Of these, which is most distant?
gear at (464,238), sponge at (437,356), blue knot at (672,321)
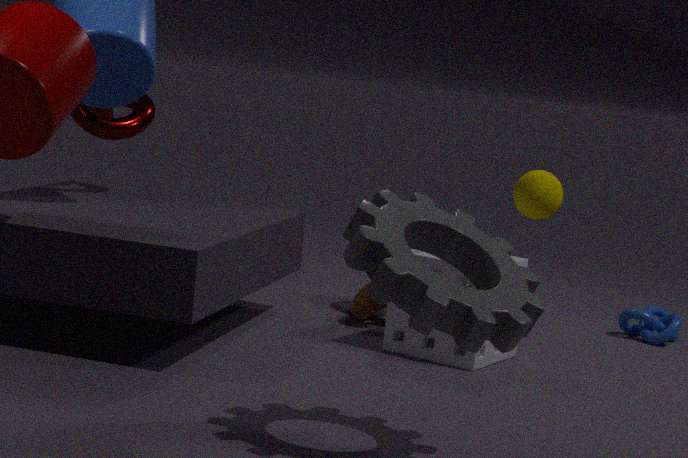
blue knot at (672,321)
